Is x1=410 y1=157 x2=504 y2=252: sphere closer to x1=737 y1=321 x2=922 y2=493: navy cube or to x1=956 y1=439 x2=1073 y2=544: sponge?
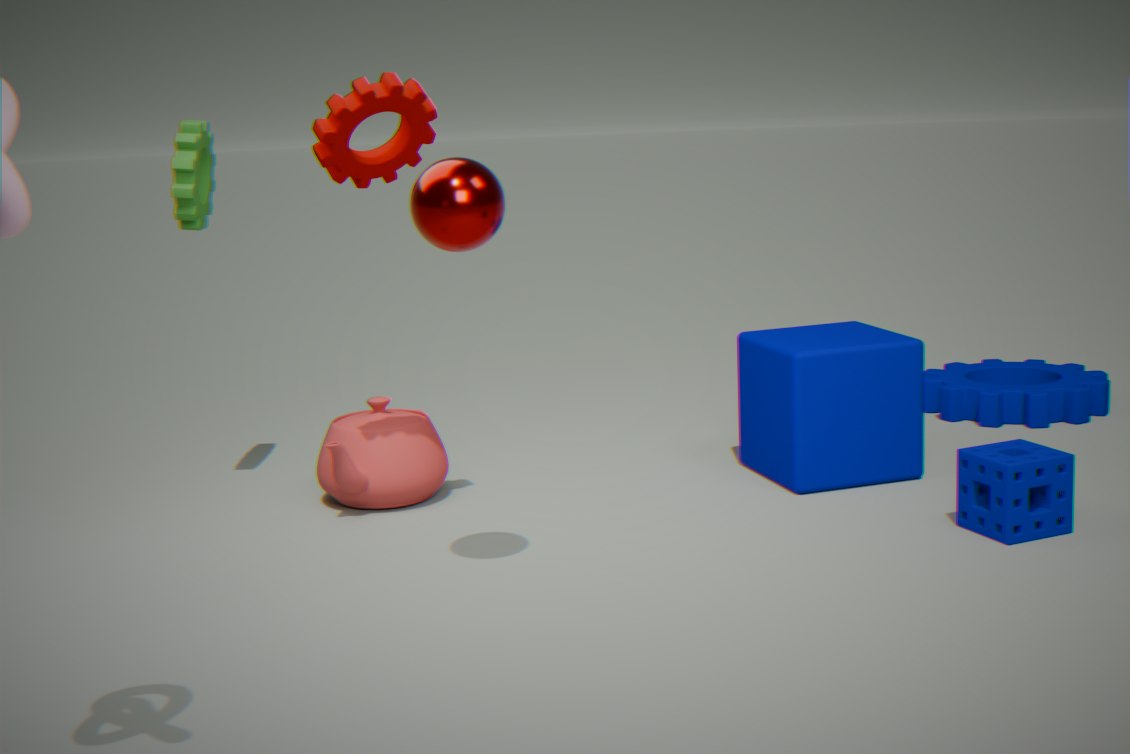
x1=737 y1=321 x2=922 y2=493: navy cube
